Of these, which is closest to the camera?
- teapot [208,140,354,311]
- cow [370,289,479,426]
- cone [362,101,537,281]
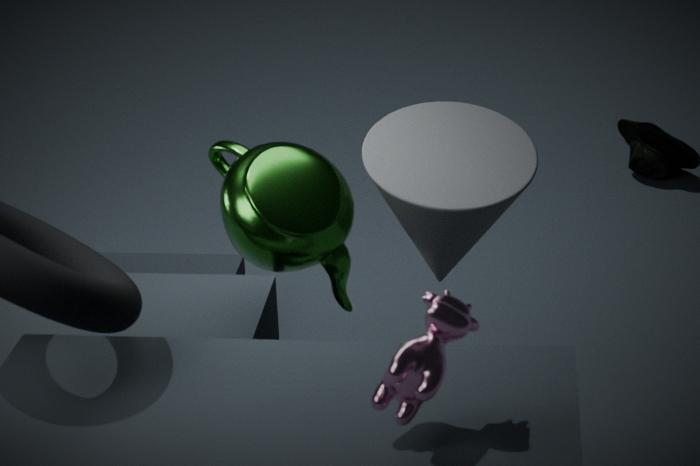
cow [370,289,479,426]
